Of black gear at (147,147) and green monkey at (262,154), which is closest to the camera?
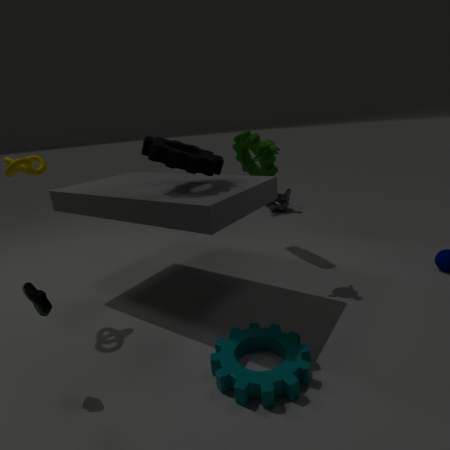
black gear at (147,147)
